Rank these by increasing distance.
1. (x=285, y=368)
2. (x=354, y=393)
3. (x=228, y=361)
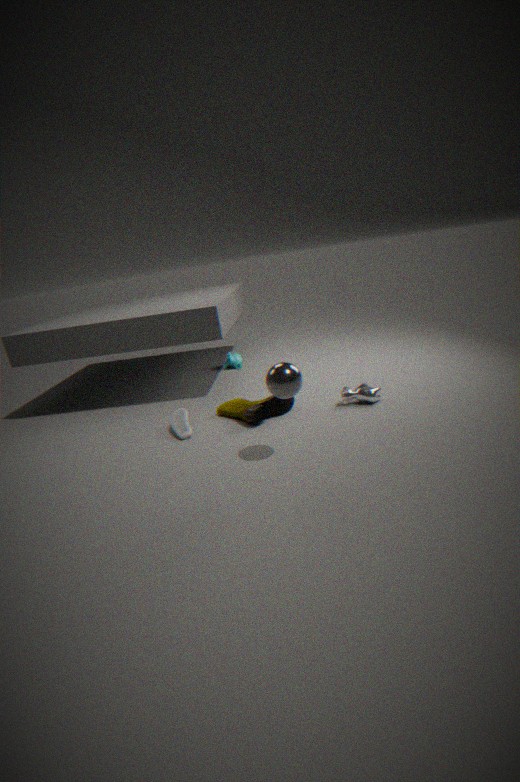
(x=285, y=368), (x=354, y=393), (x=228, y=361)
